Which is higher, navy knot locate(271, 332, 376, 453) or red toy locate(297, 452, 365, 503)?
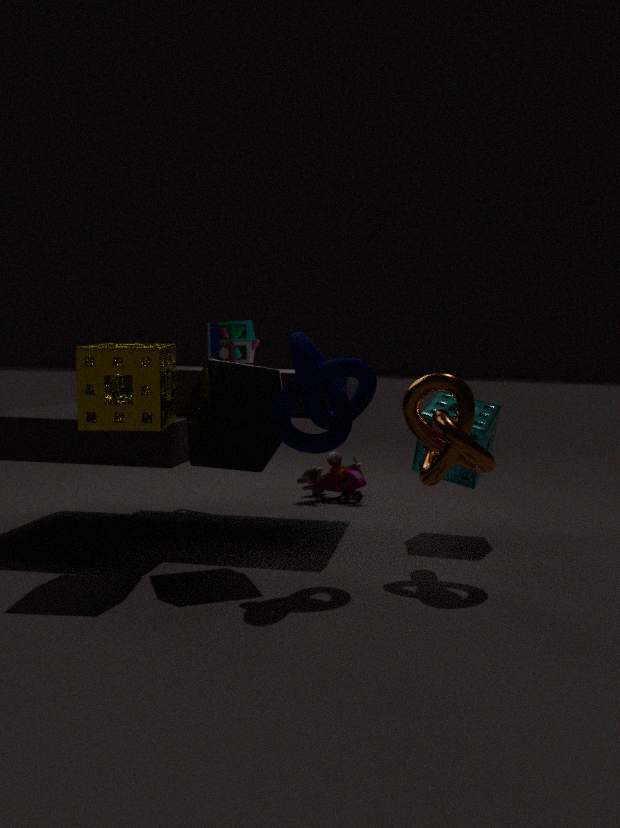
navy knot locate(271, 332, 376, 453)
